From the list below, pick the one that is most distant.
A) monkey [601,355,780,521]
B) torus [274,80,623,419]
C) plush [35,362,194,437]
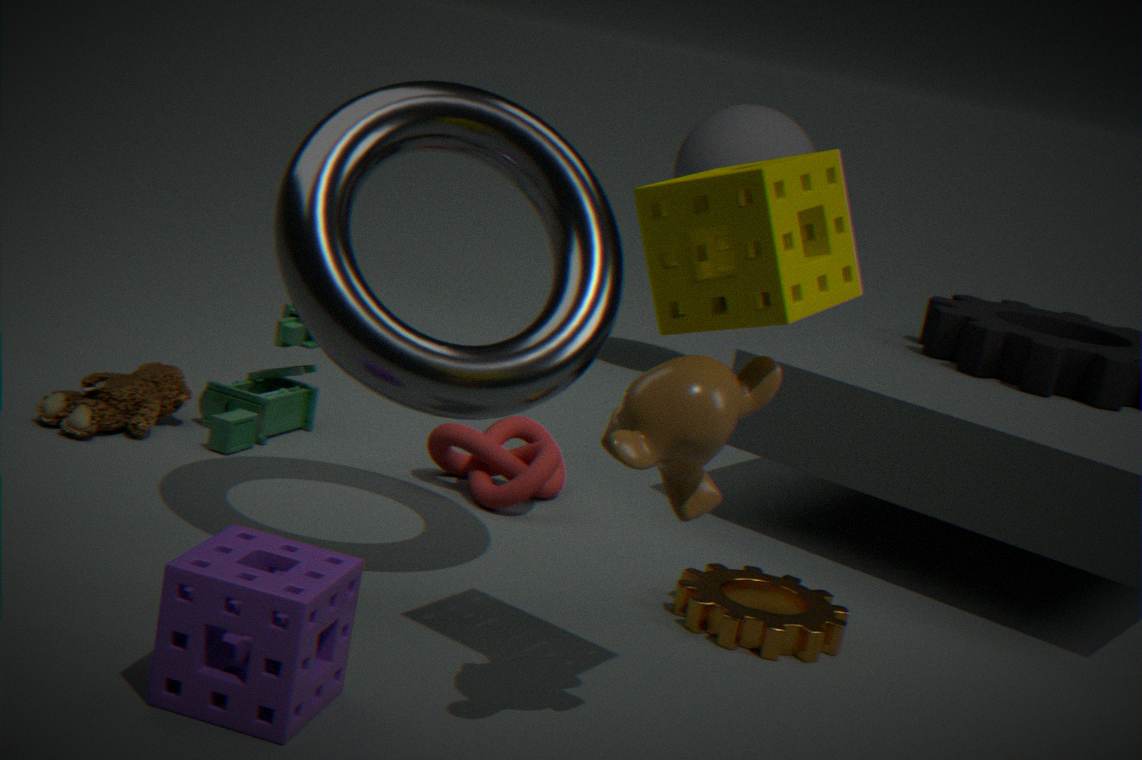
plush [35,362,194,437]
